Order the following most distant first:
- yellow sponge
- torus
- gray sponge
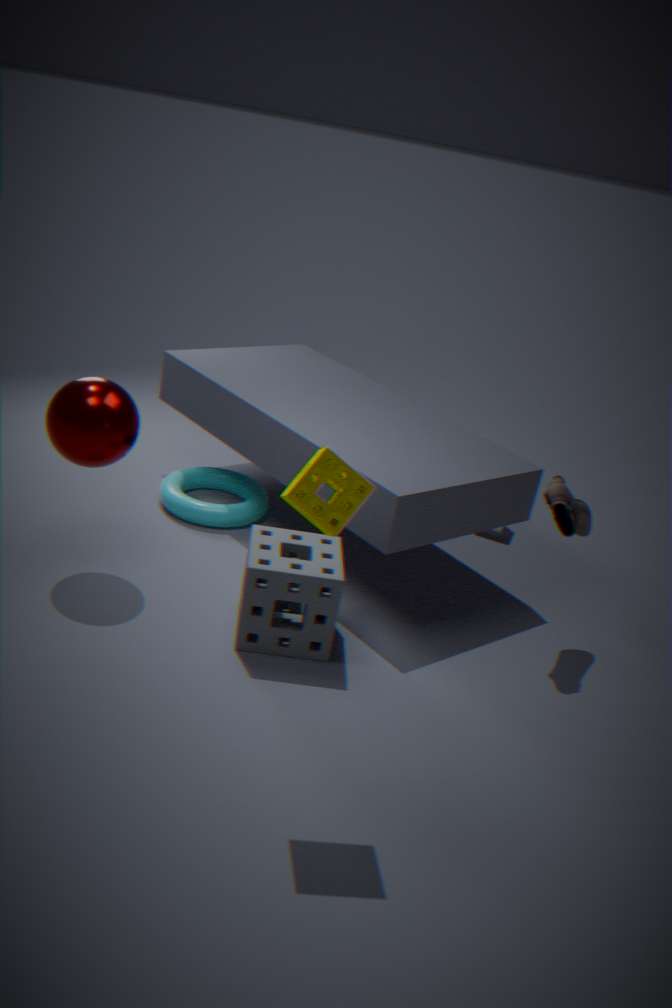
torus < gray sponge < yellow sponge
